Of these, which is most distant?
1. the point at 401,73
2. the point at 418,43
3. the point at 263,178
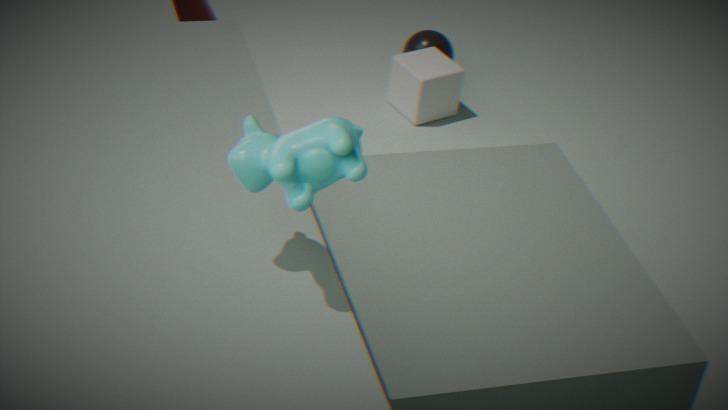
the point at 418,43
